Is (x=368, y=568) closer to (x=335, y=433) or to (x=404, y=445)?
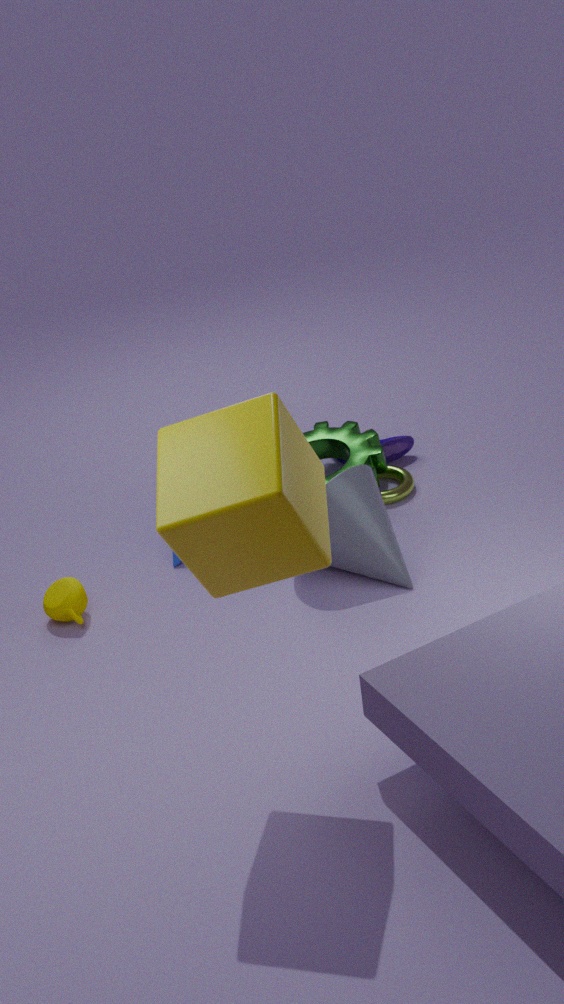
(x=335, y=433)
